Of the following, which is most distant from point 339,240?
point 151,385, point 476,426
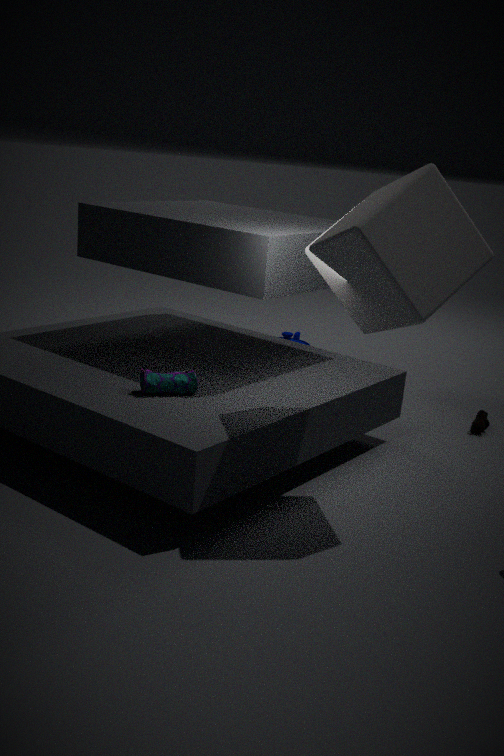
point 476,426
